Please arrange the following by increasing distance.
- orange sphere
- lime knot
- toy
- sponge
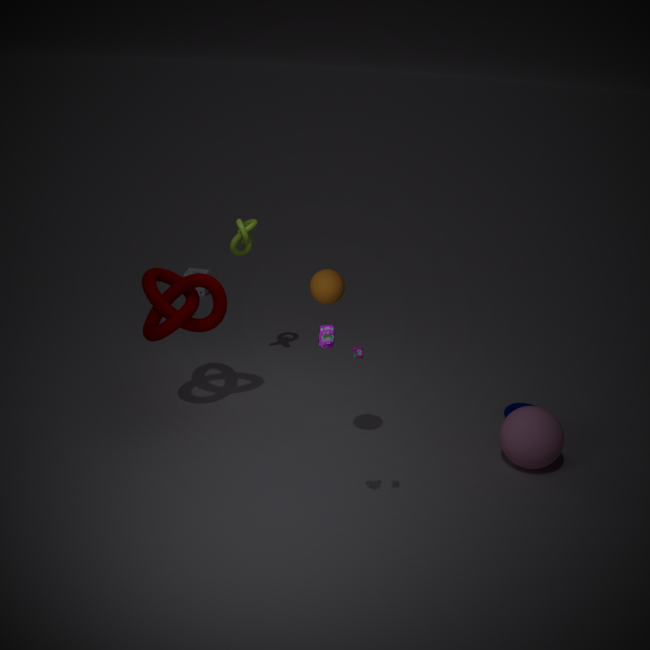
toy
orange sphere
lime knot
sponge
